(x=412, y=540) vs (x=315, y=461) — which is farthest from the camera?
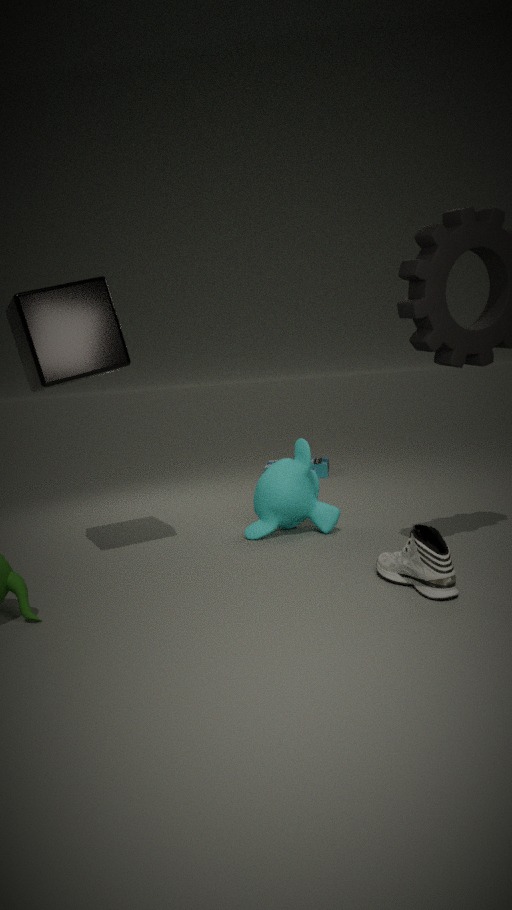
(x=315, y=461)
